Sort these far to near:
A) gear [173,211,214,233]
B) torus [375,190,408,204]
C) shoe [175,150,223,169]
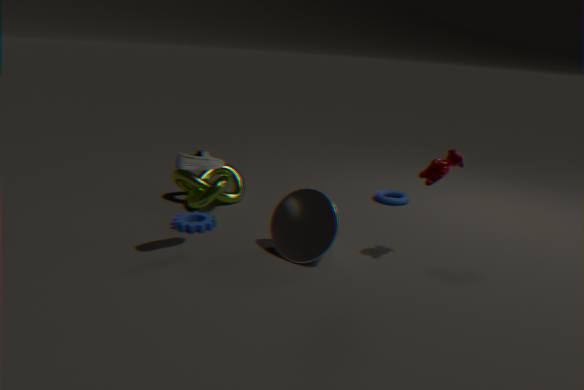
torus [375,190,408,204], gear [173,211,214,233], shoe [175,150,223,169]
